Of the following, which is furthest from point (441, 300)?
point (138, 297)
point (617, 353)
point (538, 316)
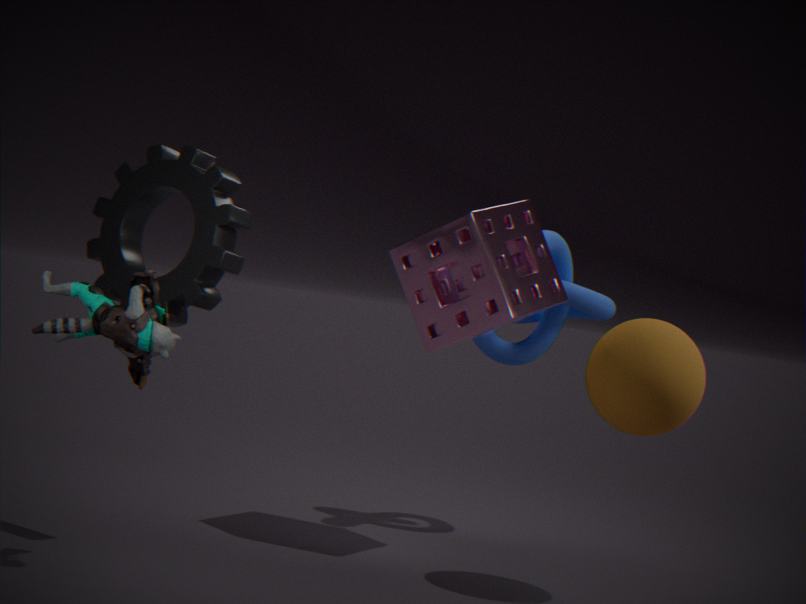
point (138, 297)
